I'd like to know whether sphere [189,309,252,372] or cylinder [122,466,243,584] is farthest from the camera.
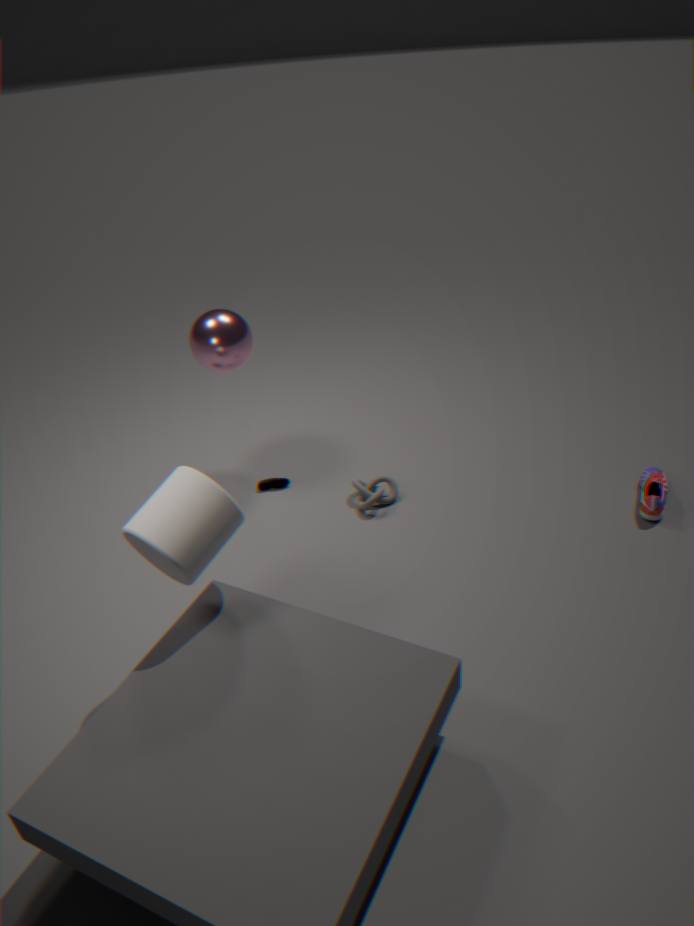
sphere [189,309,252,372]
